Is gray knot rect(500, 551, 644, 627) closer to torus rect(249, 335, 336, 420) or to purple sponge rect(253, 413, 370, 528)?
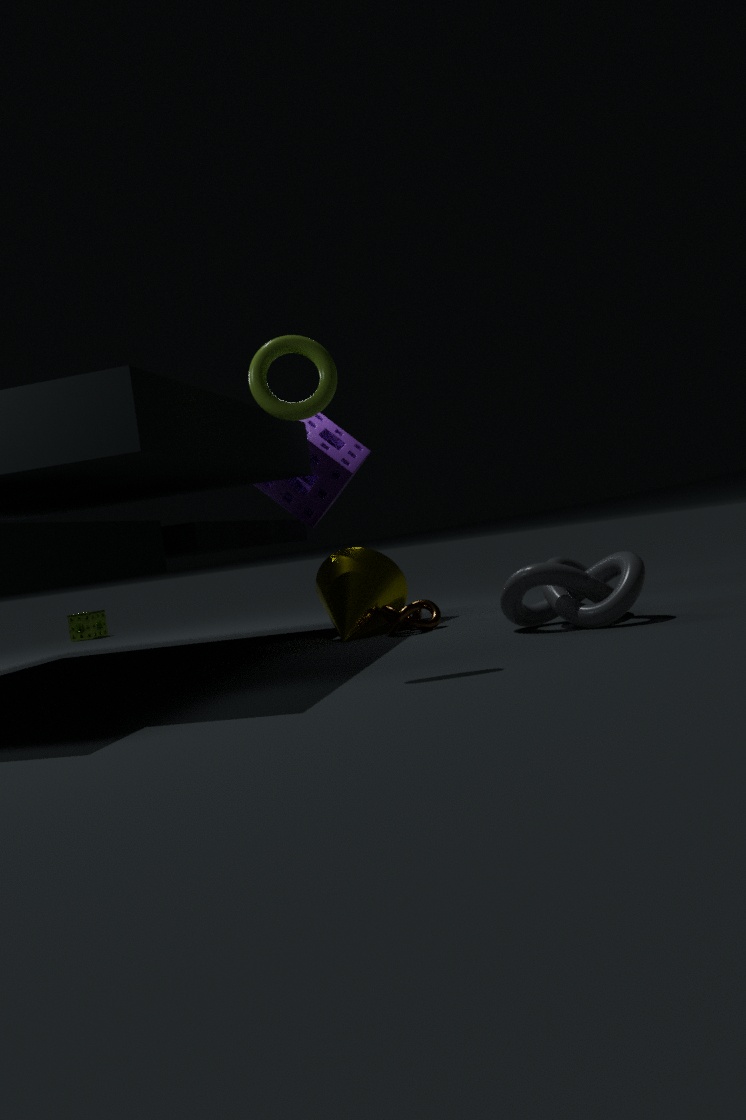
torus rect(249, 335, 336, 420)
